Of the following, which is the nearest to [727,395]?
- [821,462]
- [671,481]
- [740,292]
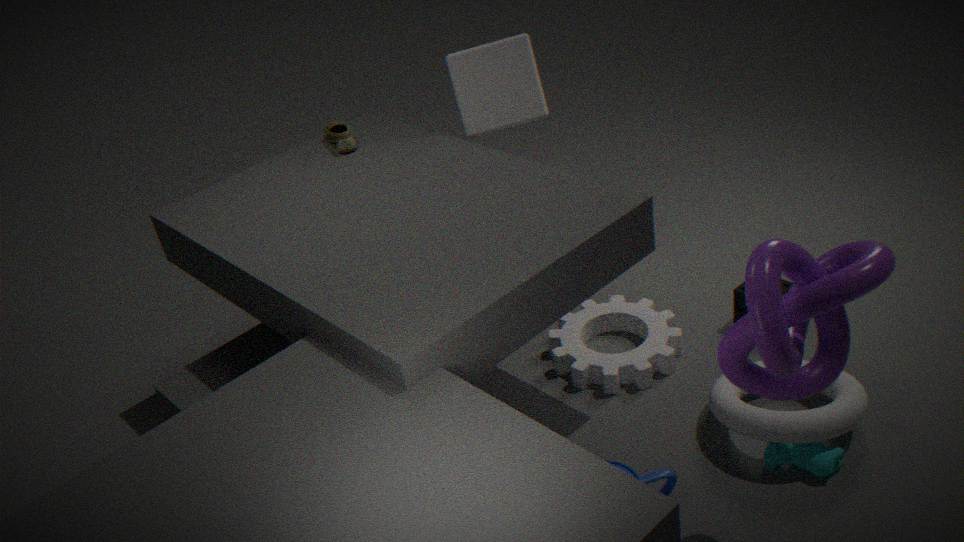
[821,462]
